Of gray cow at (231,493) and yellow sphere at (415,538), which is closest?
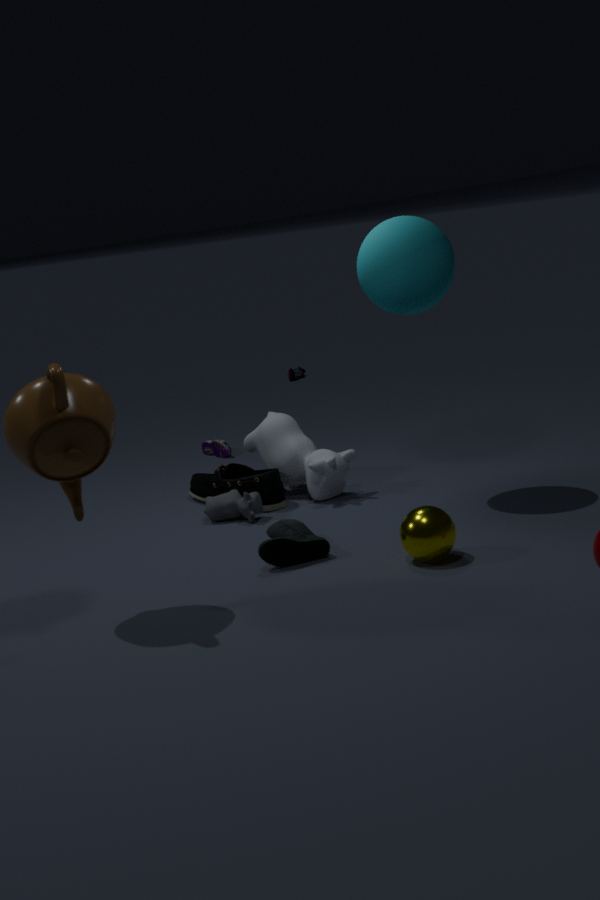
yellow sphere at (415,538)
